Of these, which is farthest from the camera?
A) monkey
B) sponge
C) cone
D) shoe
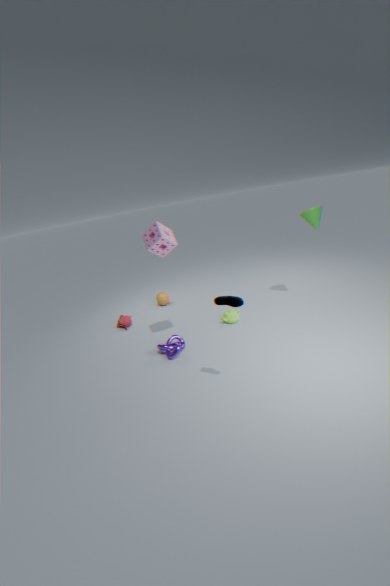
monkey
